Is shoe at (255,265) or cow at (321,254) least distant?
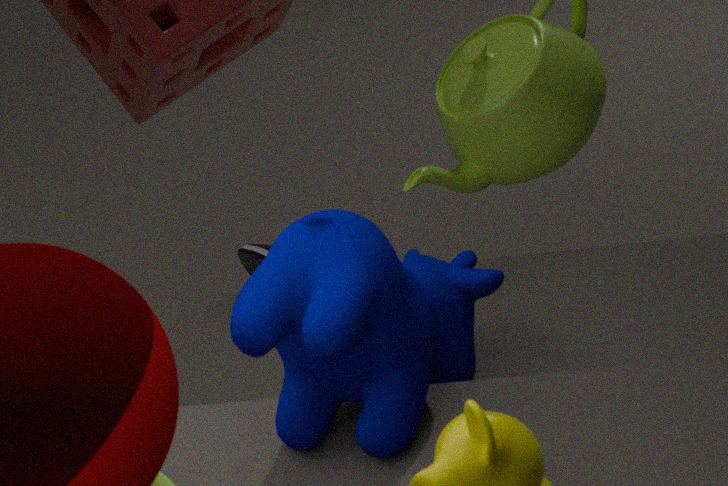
cow at (321,254)
